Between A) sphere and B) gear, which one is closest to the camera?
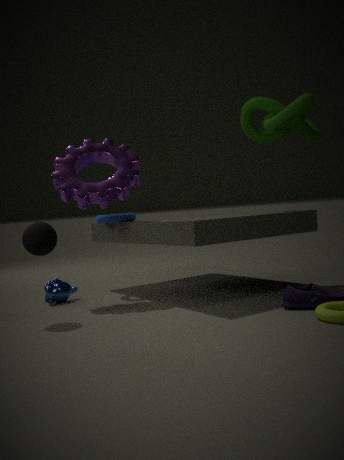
A. sphere
